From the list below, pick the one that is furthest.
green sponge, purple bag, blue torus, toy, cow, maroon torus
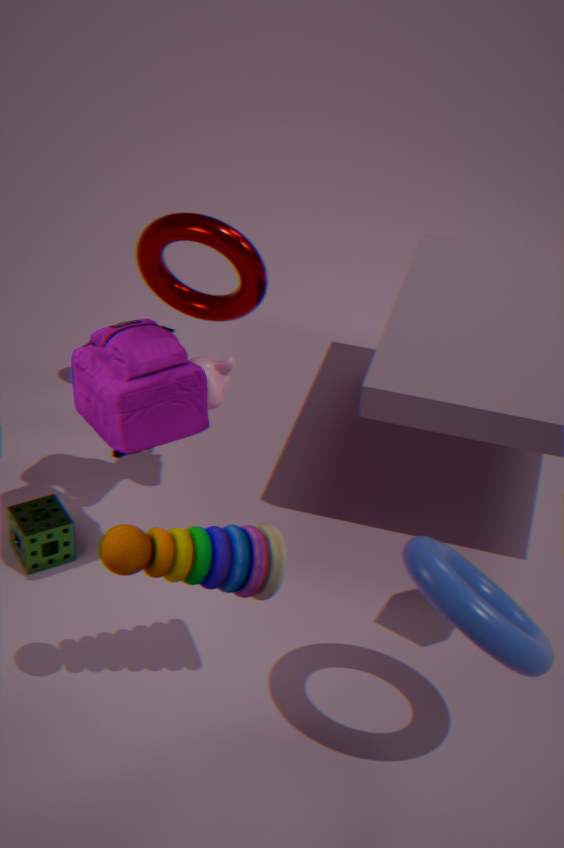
maroon torus
